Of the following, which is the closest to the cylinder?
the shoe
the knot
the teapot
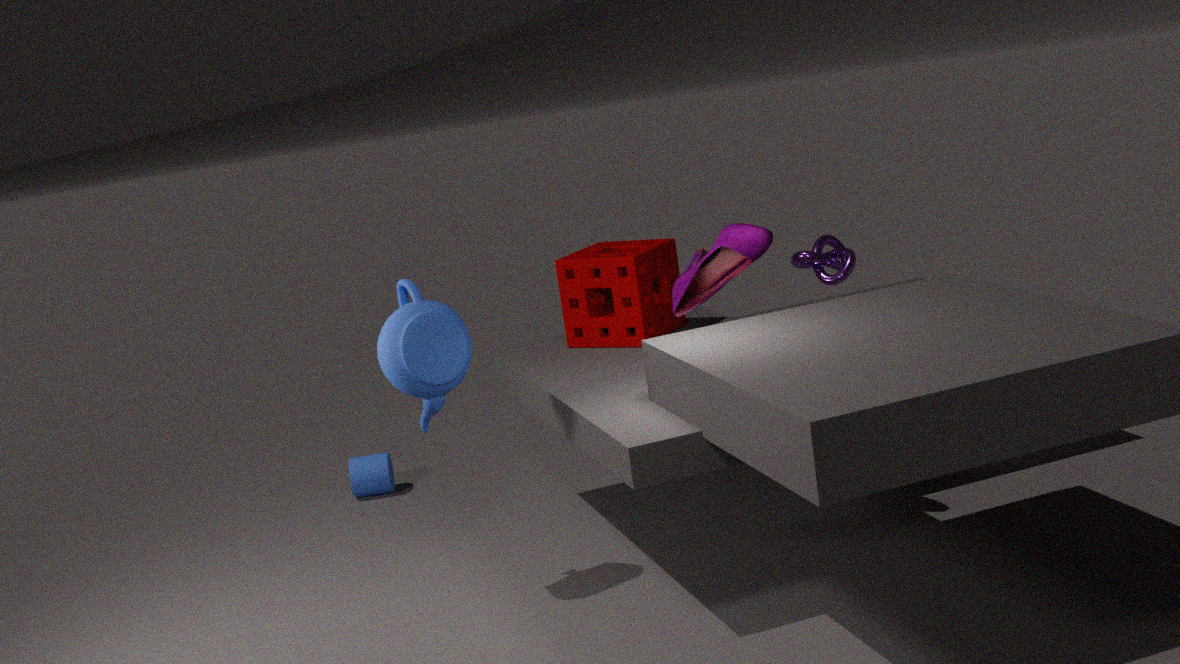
the teapot
